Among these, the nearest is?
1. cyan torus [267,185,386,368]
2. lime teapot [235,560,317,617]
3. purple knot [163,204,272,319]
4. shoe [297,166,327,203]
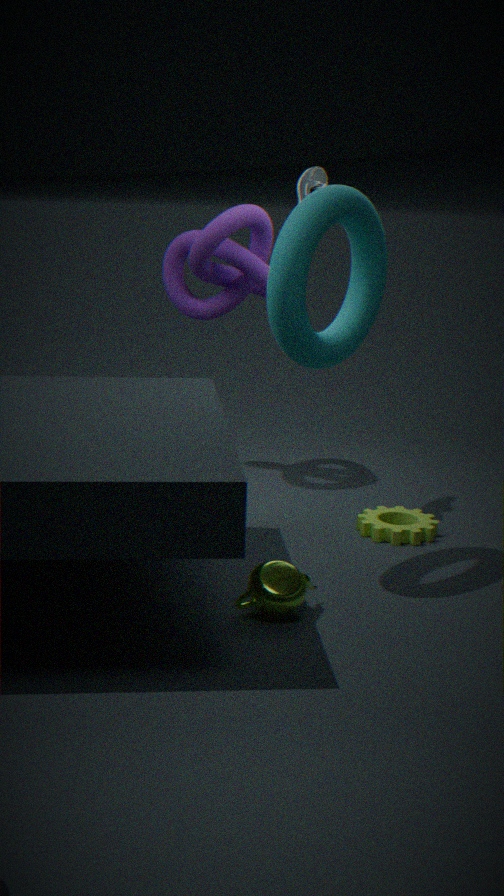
lime teapot [235,560,317,617]
